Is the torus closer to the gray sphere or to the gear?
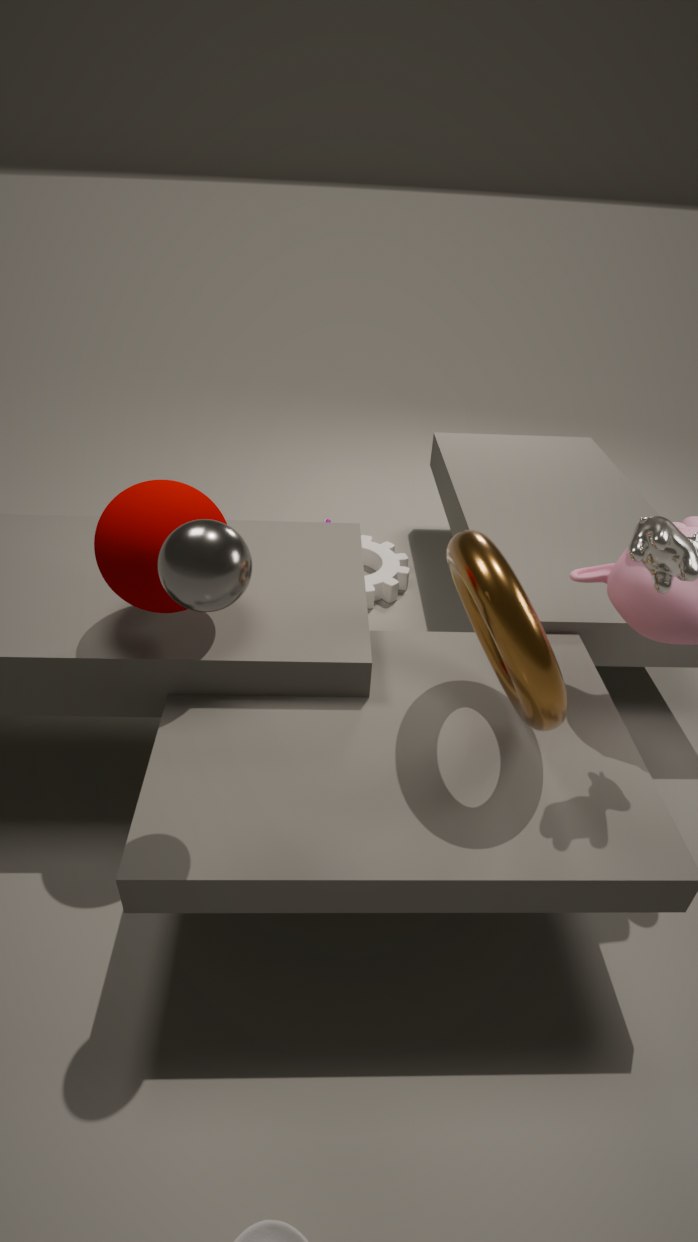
the gray sphere
